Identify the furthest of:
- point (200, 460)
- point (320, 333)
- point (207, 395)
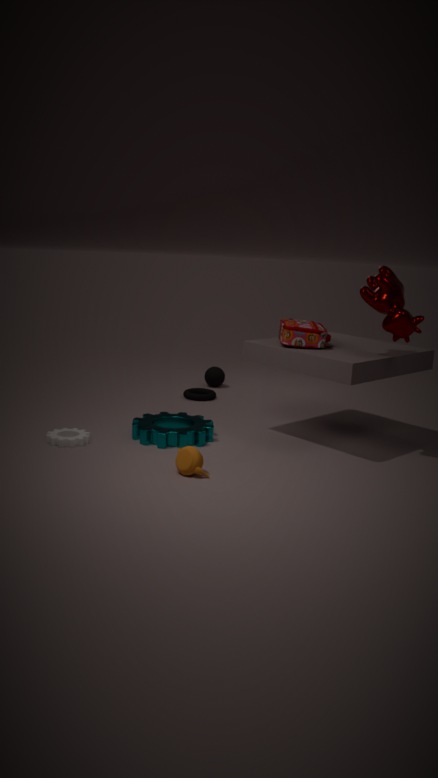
point (207, 395)
